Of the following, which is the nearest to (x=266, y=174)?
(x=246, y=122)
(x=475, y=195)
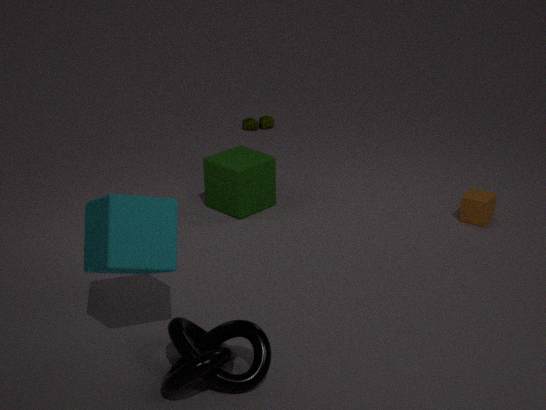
(x=475, y=195)
